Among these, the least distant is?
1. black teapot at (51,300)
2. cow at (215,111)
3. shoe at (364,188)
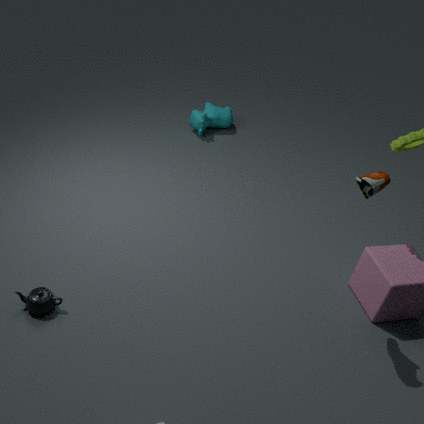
shoe at (364,188)
